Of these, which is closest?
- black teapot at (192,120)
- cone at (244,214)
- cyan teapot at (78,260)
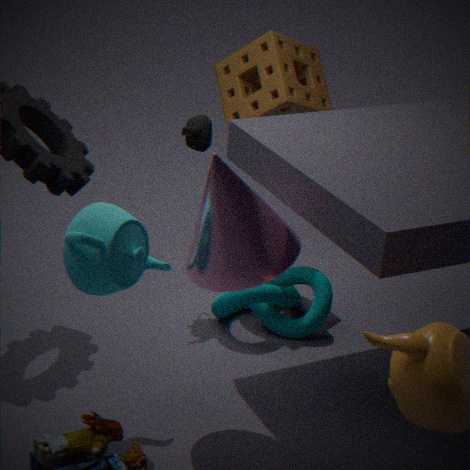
cyan teapot at (78,260)
